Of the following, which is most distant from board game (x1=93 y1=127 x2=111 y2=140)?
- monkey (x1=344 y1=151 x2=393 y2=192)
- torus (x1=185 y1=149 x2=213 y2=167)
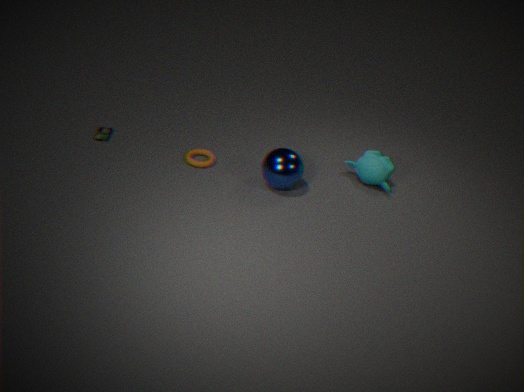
monkey (x1=344 y1=151 x2=393 y2=192)
